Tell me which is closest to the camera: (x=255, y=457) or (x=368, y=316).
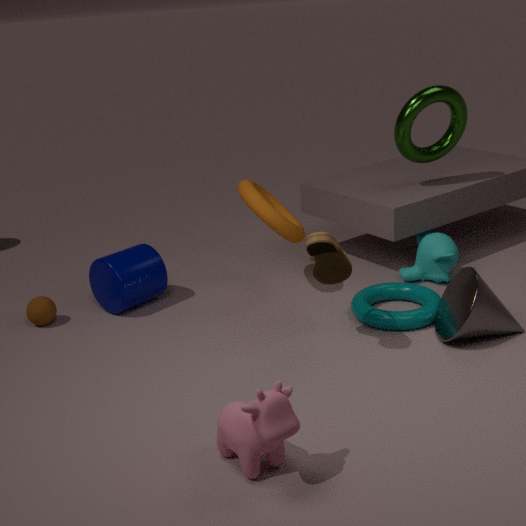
(x=255, y=457)
